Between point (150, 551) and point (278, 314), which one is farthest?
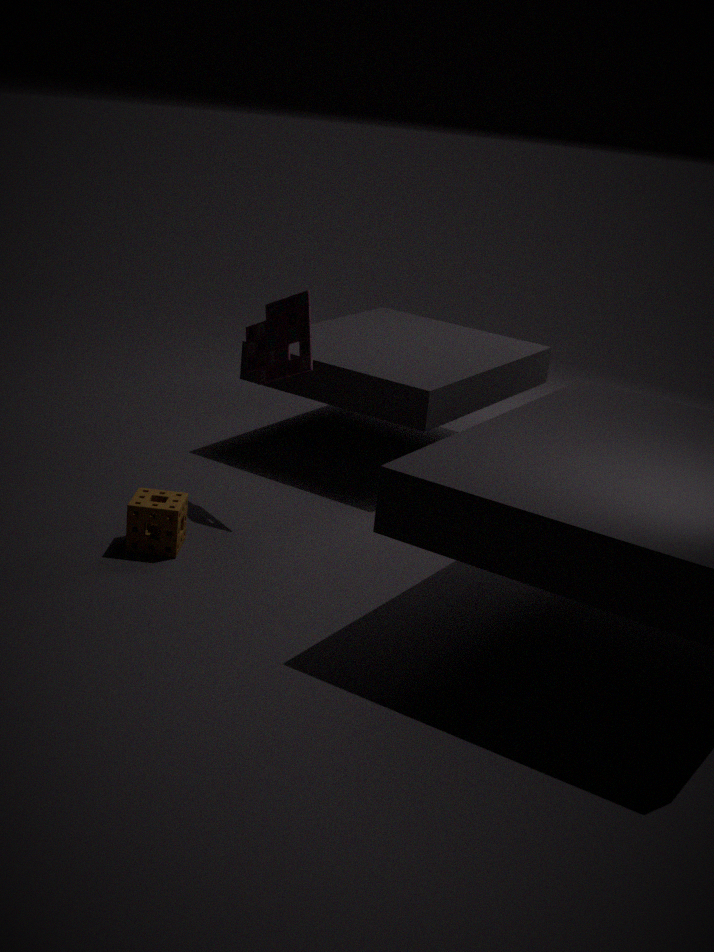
point (278, 314)
